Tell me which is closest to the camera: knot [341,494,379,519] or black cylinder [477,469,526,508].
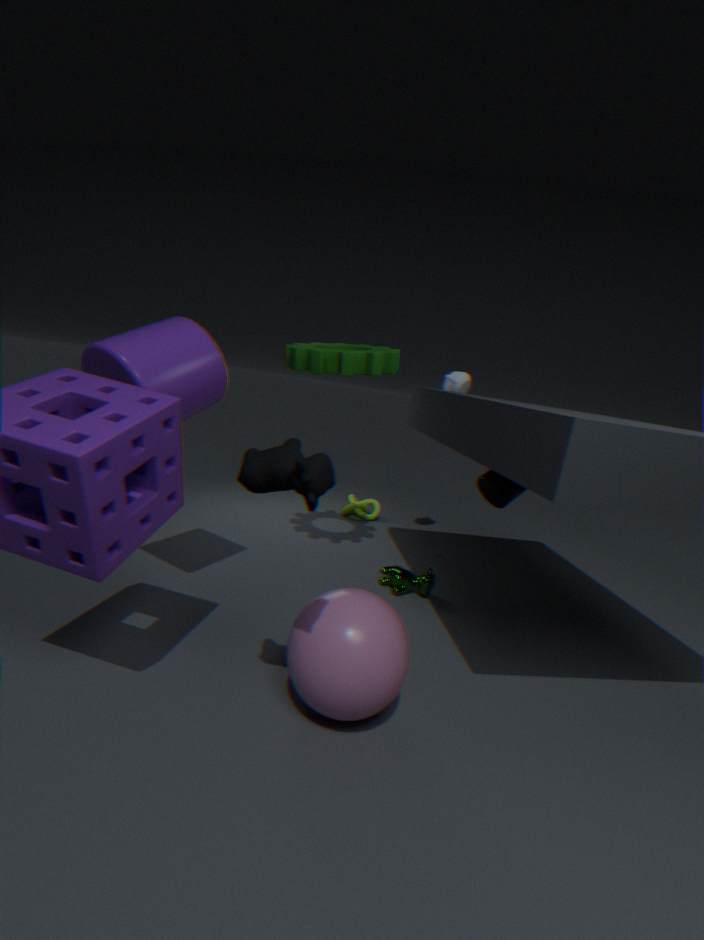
black cylinder [477,469,526,508]
